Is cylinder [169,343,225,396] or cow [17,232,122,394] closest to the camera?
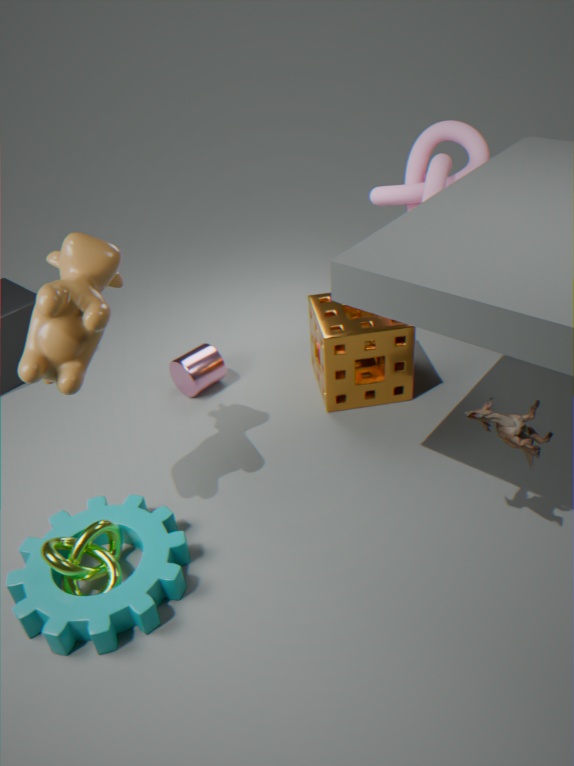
cow [17,232,122,394]
